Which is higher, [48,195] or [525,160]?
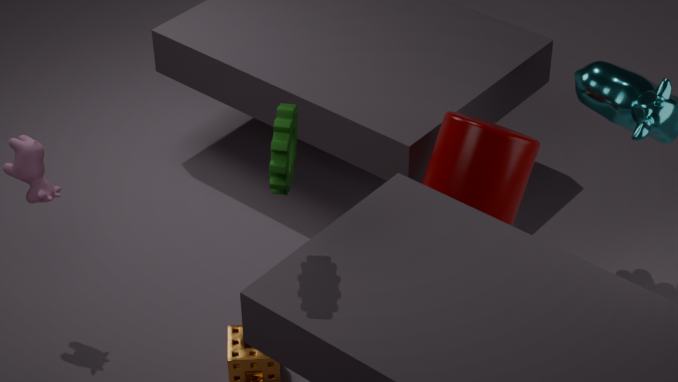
[48,195]
